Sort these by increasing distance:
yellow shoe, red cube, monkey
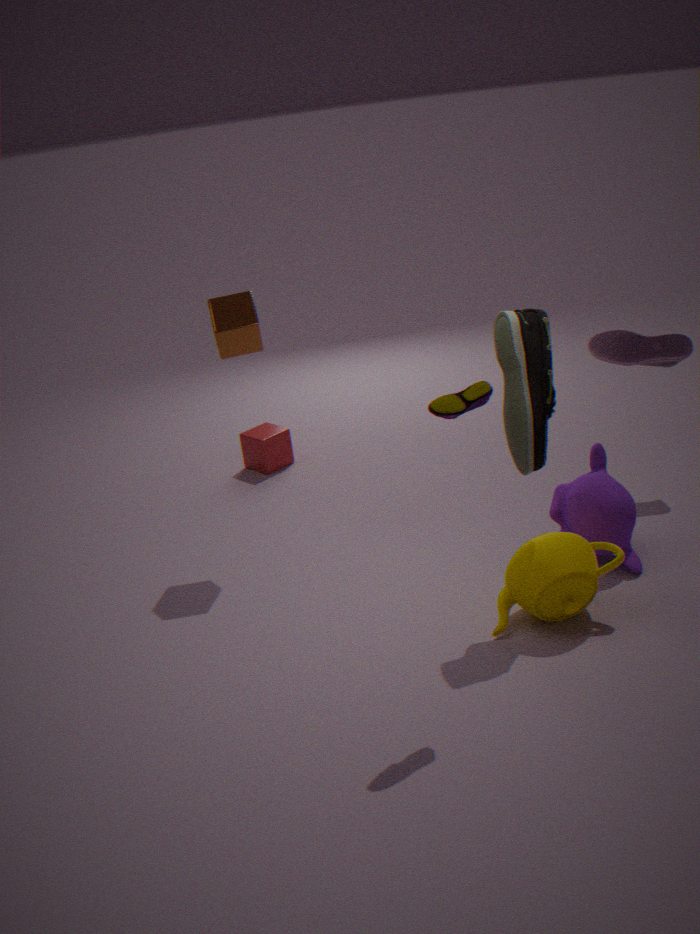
yellow shoe → monkey → red cube
